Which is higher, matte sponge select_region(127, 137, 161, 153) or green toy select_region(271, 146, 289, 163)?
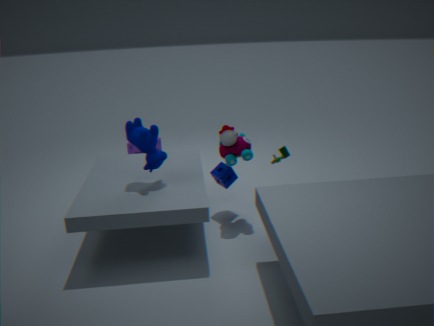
green toy select_region(271, 146, 289, 163)
